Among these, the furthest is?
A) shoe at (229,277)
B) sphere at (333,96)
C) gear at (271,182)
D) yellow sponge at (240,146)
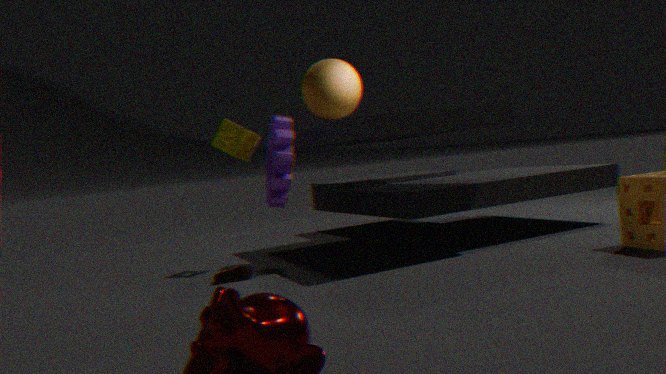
yellow sponge at (240,146)
